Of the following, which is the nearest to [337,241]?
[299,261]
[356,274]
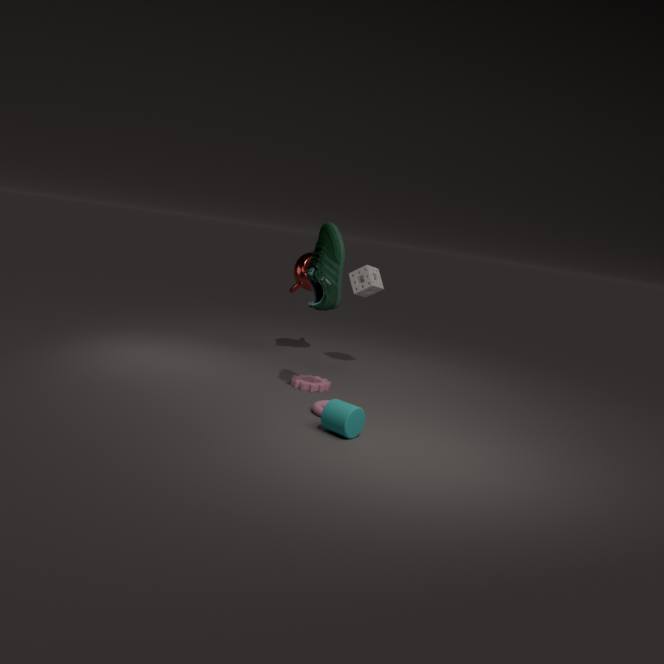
[356,274]
